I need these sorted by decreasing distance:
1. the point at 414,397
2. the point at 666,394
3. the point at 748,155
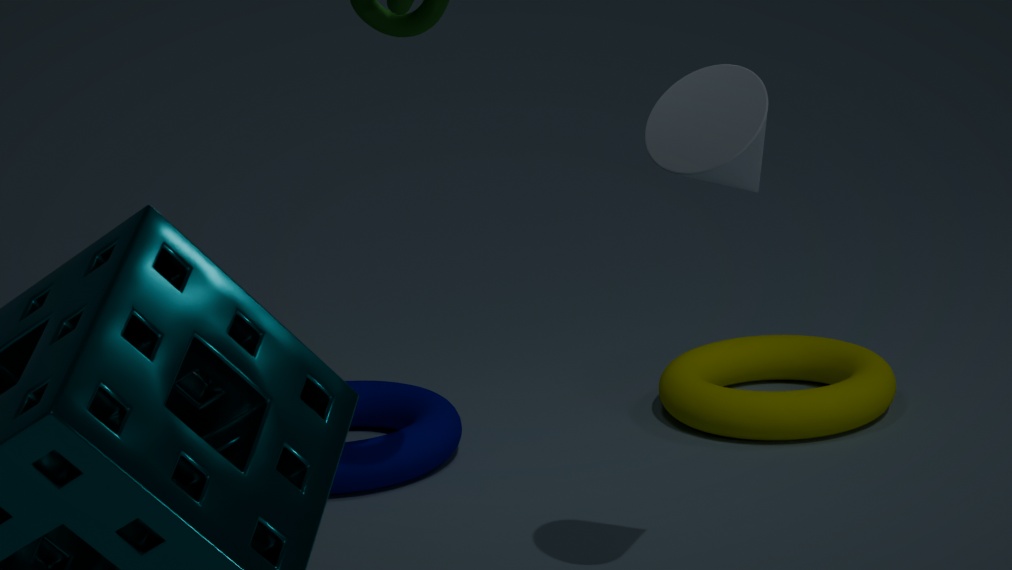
1. the point at 666,394
2. the point at 414,397
3. the point at 748,155
